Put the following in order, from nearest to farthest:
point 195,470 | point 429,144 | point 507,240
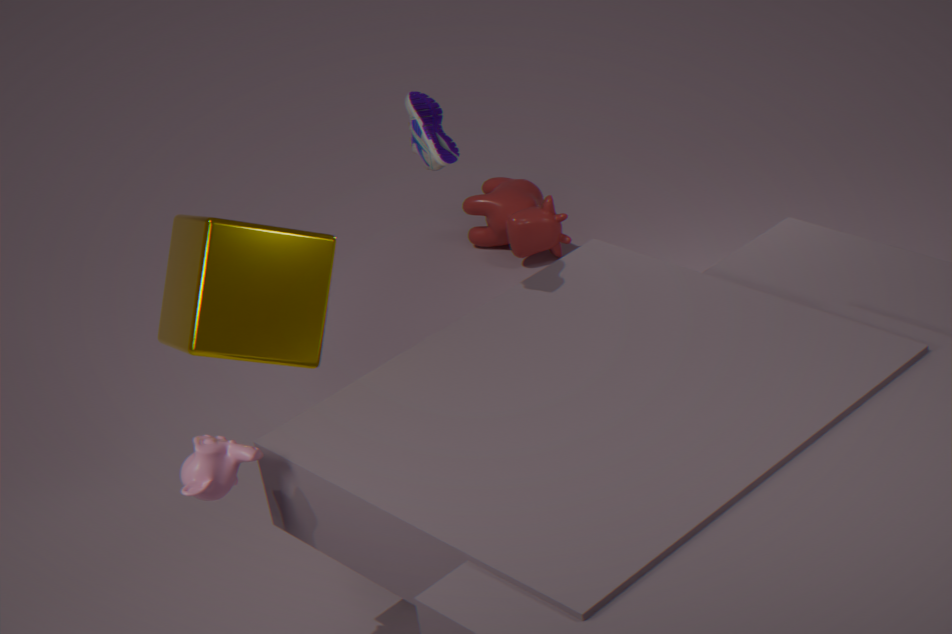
point 195,470 < point 429,144 < point 507,240
